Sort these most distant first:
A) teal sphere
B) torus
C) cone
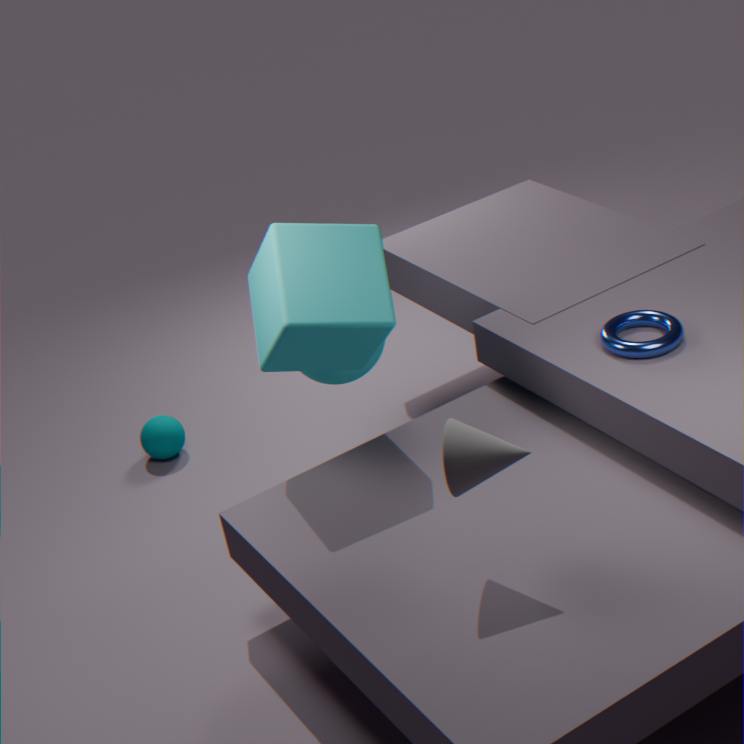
teal sphere, torus, cone
